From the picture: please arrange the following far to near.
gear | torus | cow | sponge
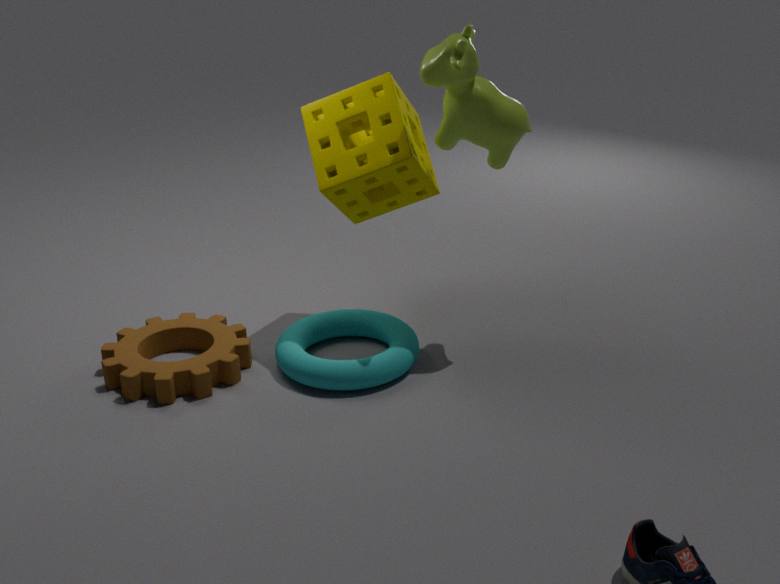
sponge
gear
torus
cow
